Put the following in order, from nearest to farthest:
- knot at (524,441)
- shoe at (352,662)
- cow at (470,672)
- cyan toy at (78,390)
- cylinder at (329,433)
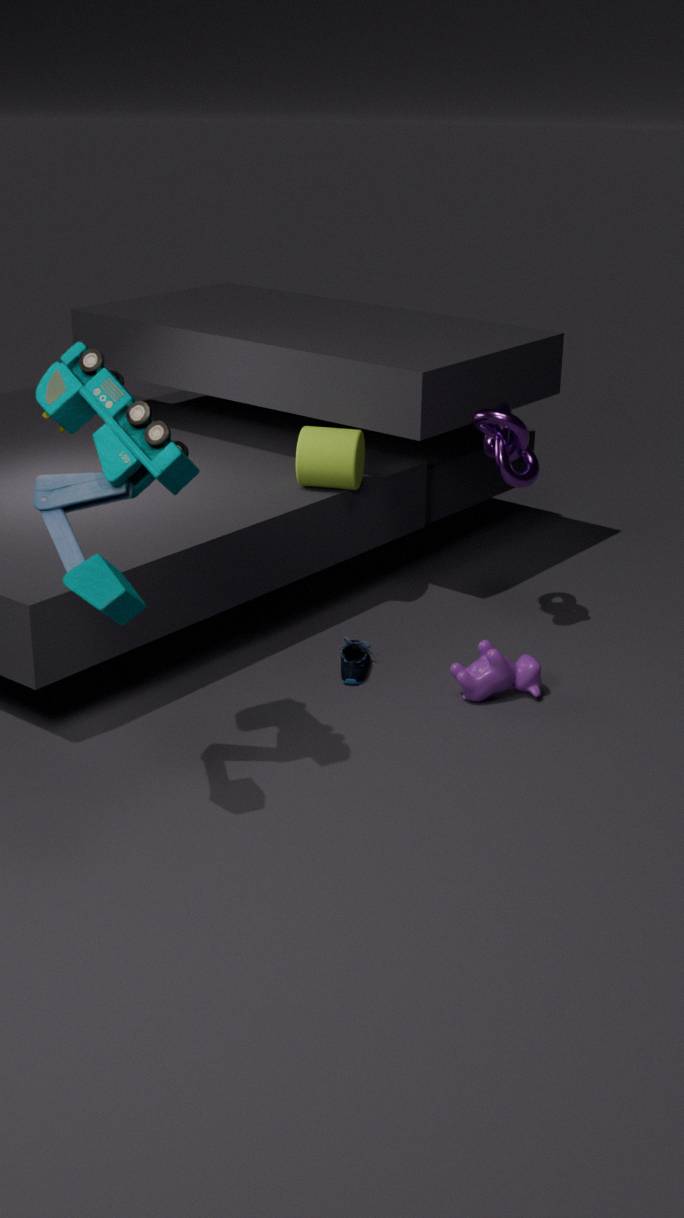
cyan toy at (78,390) < cow at (470,672) < knot at (524,441) < shoe at (352,662) < cylinder at (329,433)
